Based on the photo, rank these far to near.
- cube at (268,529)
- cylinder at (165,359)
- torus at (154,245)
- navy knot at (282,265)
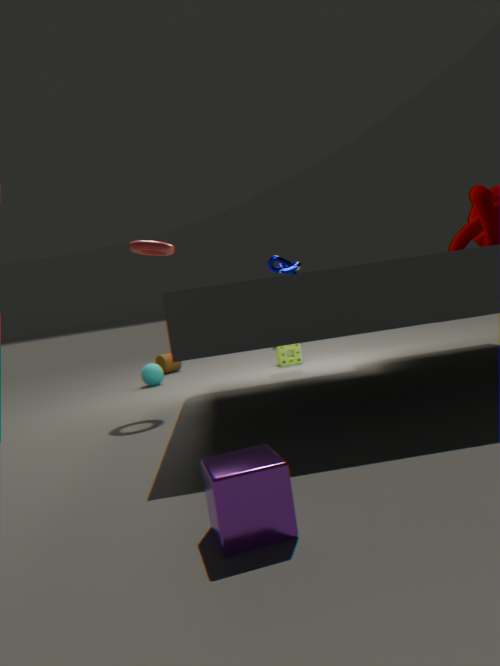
1. cylinder at (165,359)
2. navy knot at (282,265)
3. torus at (154,245)
4. cube at (268,529)
